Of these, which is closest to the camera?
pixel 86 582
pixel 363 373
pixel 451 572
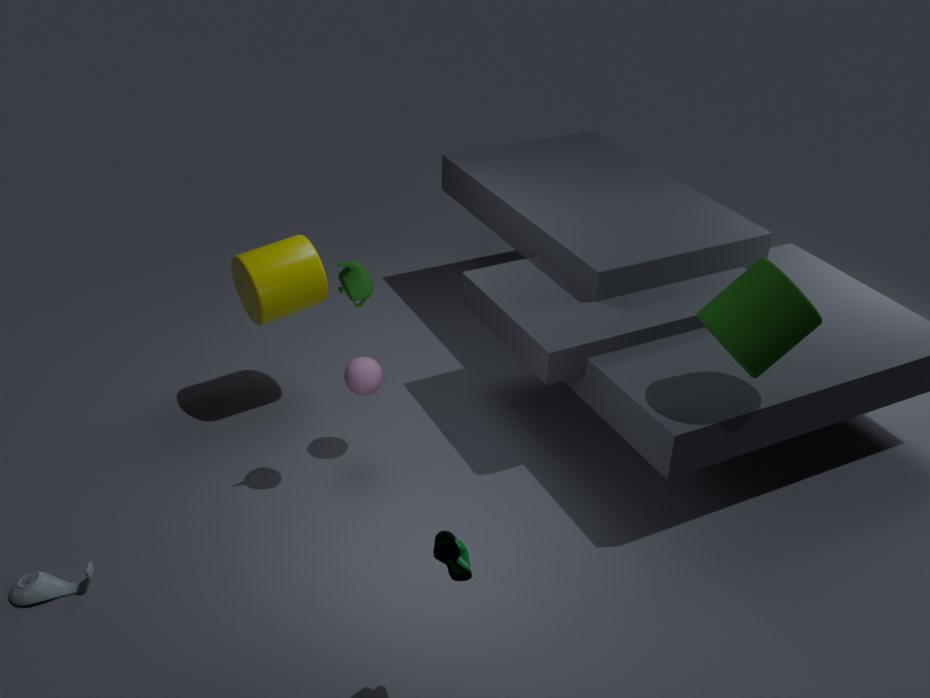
pixel 451 572
